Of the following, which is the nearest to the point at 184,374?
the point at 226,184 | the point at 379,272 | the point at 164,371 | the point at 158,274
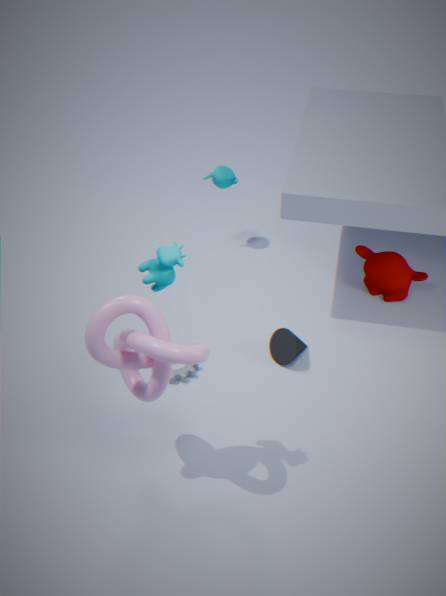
the point at 164,371
